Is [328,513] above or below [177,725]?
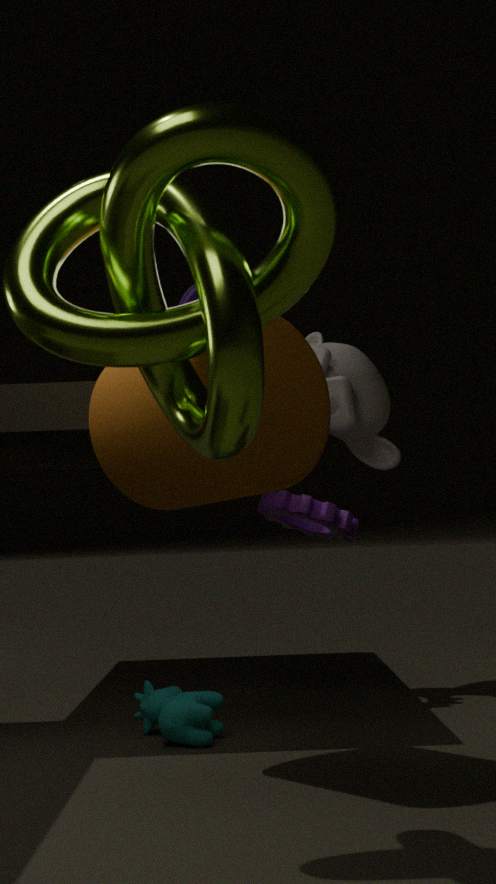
above
